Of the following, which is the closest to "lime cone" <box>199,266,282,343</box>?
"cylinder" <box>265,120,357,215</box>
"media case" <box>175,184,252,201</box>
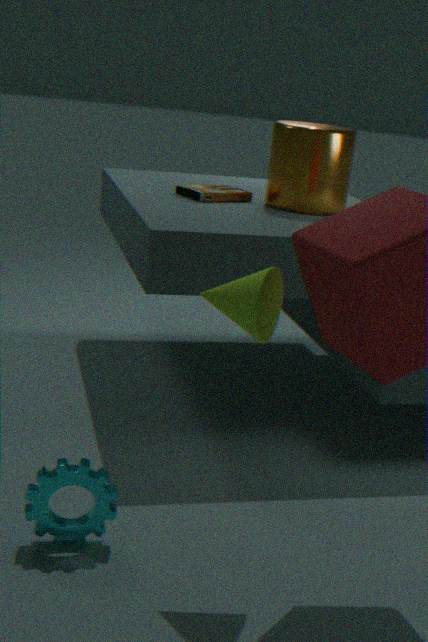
"cylinder" <box>265,120,357,215</box>
